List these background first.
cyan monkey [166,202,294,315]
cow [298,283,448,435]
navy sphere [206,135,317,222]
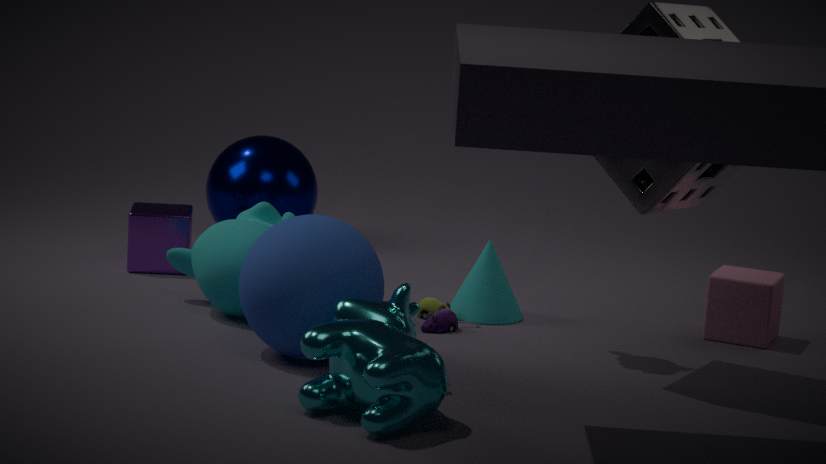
navy sphere [206,135,317,222]
cyan monkey [166,202,294,315]
cow [298,283,448,435]
